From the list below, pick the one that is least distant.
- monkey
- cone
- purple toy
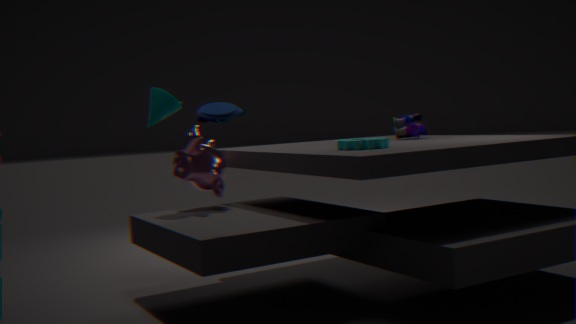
monkey
